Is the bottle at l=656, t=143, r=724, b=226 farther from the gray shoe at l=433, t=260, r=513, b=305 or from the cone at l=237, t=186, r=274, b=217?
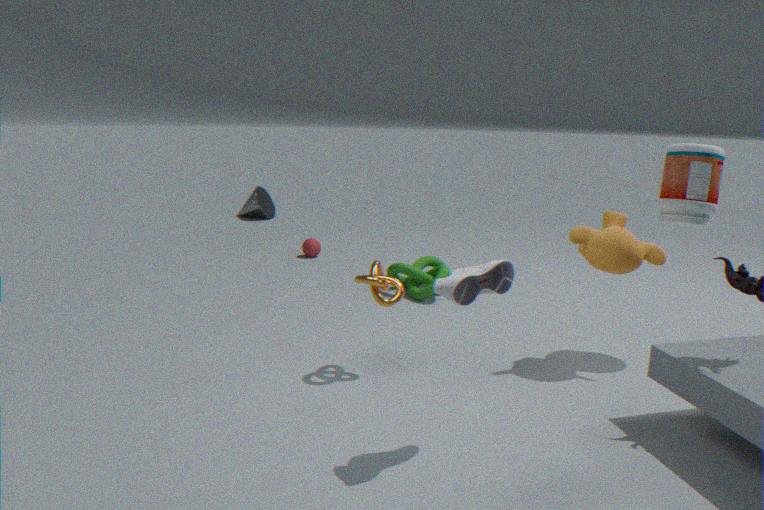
the cone at l=237, t=186, r=274, b=217
